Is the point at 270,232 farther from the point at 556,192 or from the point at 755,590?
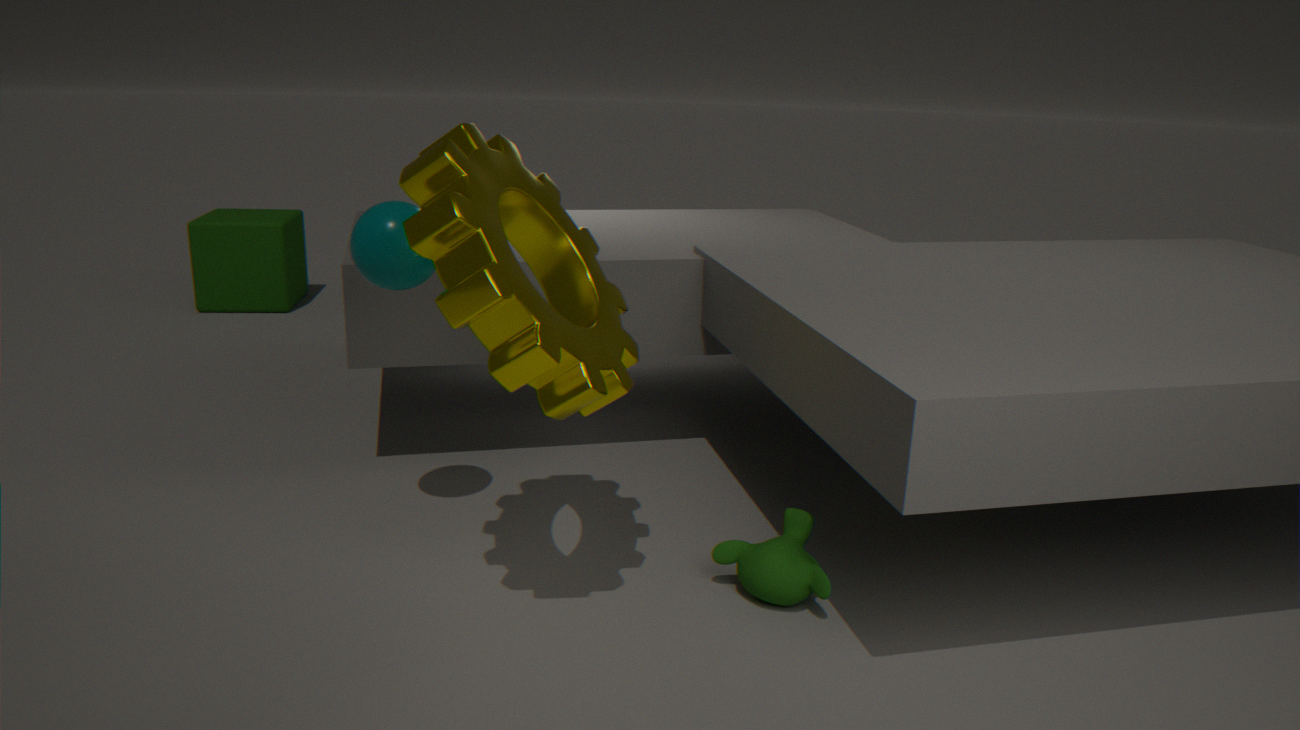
the point at 755,590
